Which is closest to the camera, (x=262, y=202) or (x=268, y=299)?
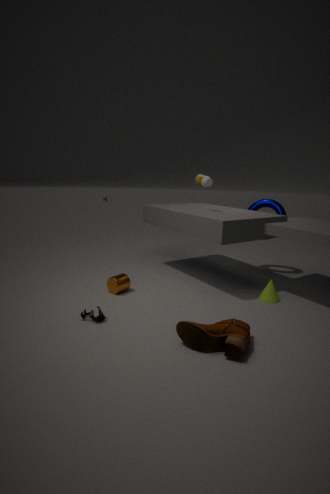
(x=268, y=299)
